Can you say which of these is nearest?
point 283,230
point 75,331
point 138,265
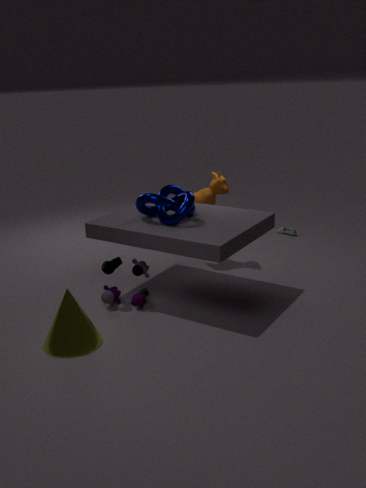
point 75,331
